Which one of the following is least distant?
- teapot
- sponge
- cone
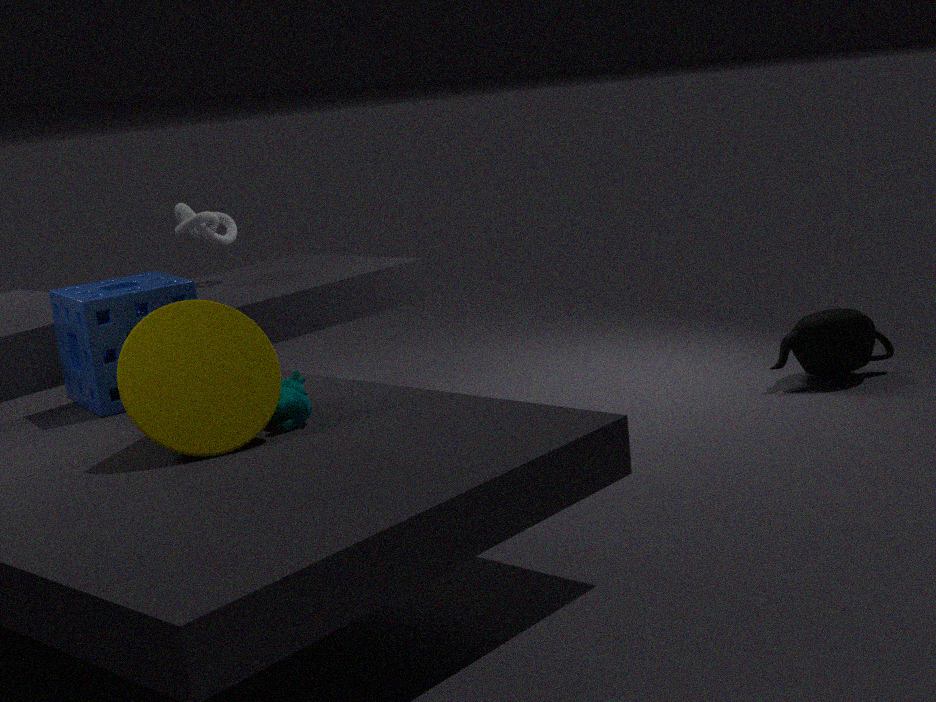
cone
